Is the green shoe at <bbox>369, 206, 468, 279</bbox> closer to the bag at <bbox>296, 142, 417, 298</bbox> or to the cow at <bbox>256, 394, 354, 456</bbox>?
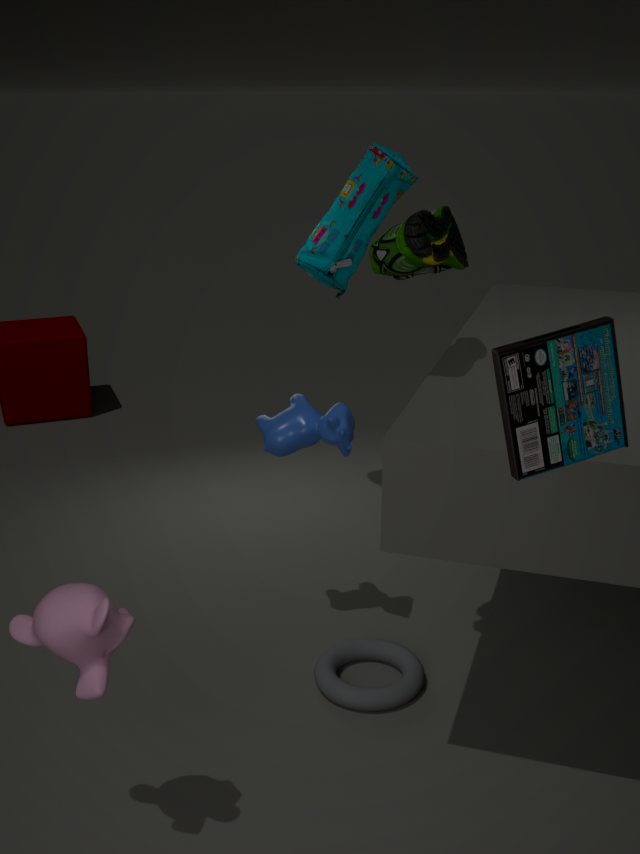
the cow at <bbox>256, 394, 354, 456</bbox>
